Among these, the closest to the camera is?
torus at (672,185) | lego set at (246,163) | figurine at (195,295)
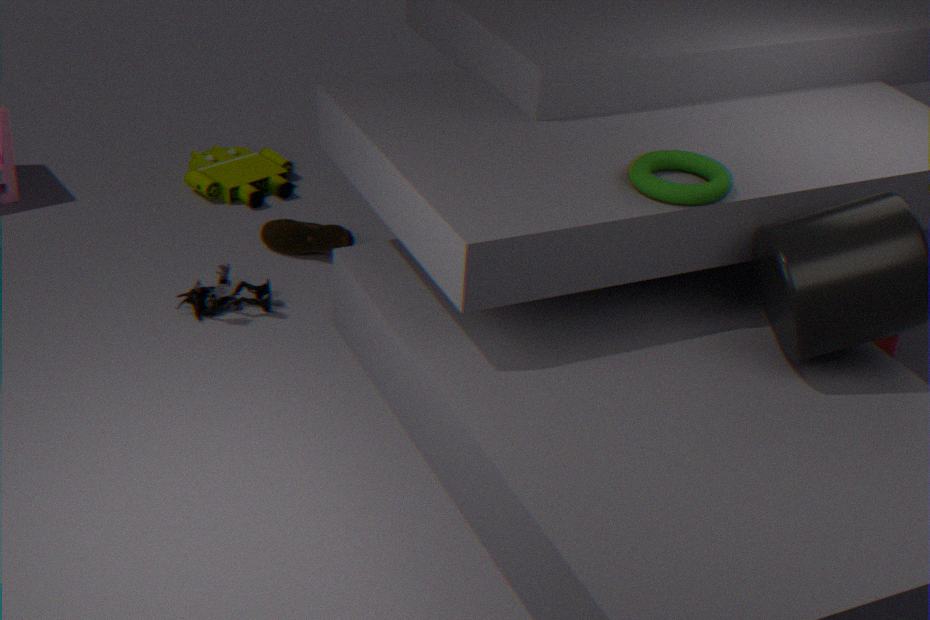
torus at (672,185)
